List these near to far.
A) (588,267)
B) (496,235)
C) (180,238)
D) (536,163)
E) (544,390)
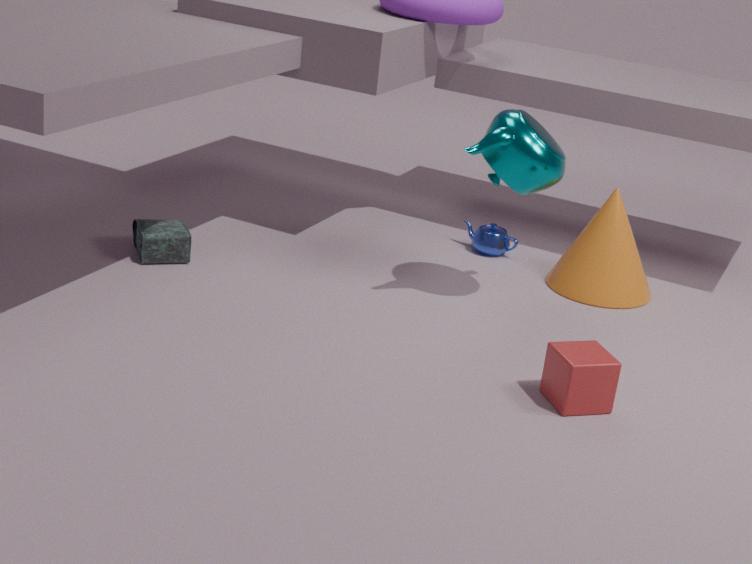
(544,390)
(536,163)
(180,238)
(588,267)
(496,235)
